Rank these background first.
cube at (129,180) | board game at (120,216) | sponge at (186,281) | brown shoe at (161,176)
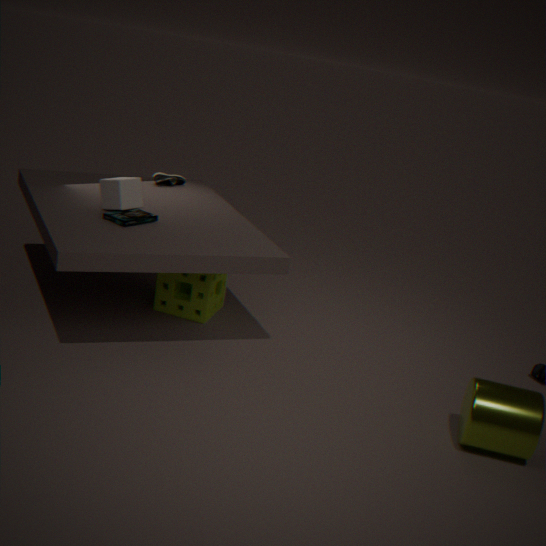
brown shoe at (161,176), sponge at (186,281), cube at (129,180), board game at (120,216)
